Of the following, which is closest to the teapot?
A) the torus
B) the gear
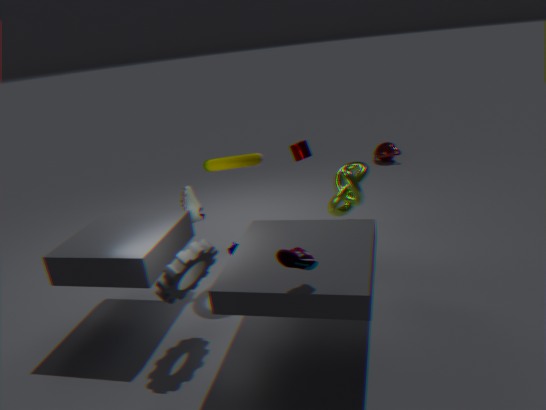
the torus
